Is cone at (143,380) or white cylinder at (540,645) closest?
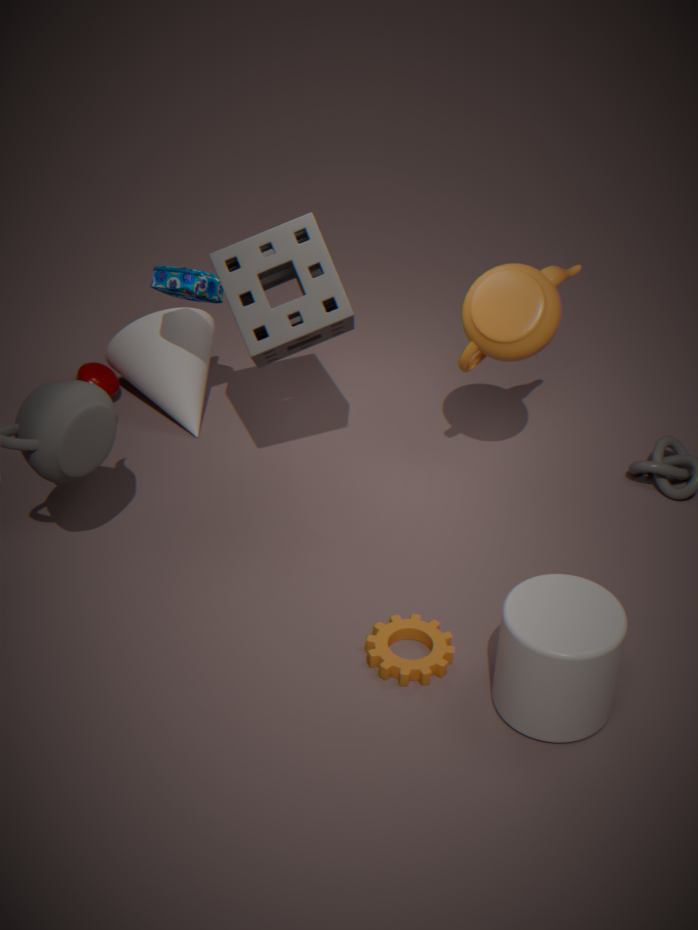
white cylinder at (540,645)
